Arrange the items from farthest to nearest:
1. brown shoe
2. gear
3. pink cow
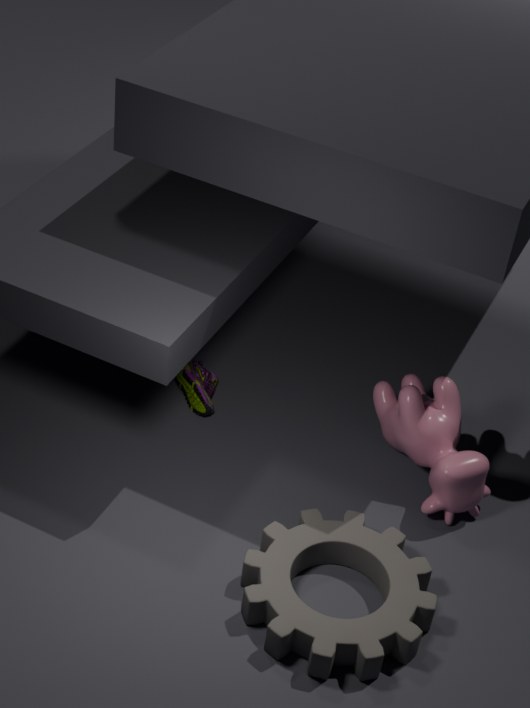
brown shoe, pink cow, gear
